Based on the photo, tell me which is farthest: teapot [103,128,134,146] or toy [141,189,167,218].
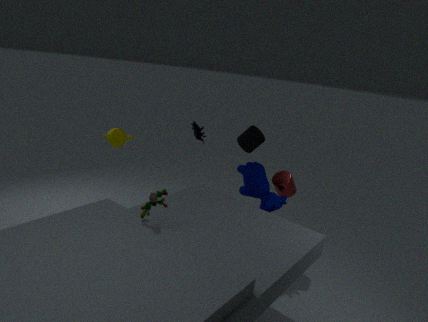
teapot [103,128,134,146]
